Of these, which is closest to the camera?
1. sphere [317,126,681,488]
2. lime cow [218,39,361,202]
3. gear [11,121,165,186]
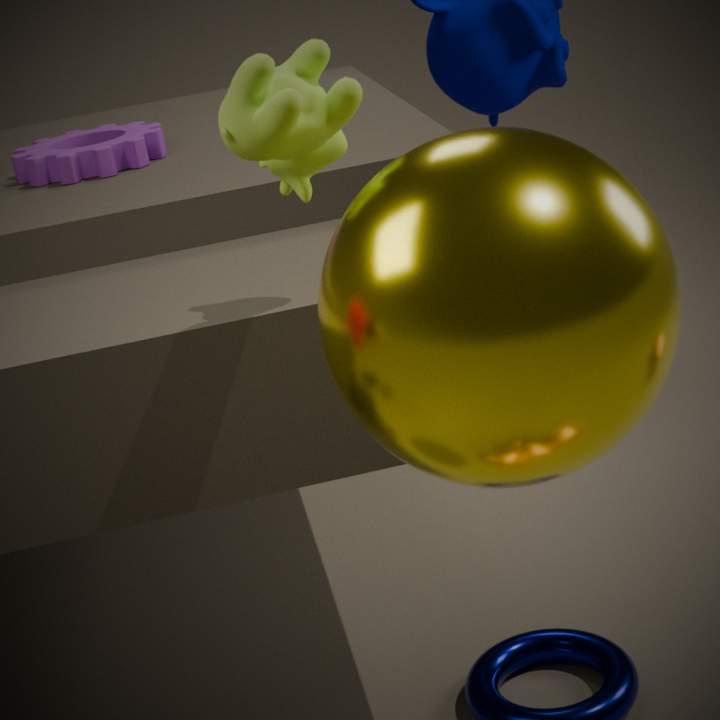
sphere [317,126,681,488]
